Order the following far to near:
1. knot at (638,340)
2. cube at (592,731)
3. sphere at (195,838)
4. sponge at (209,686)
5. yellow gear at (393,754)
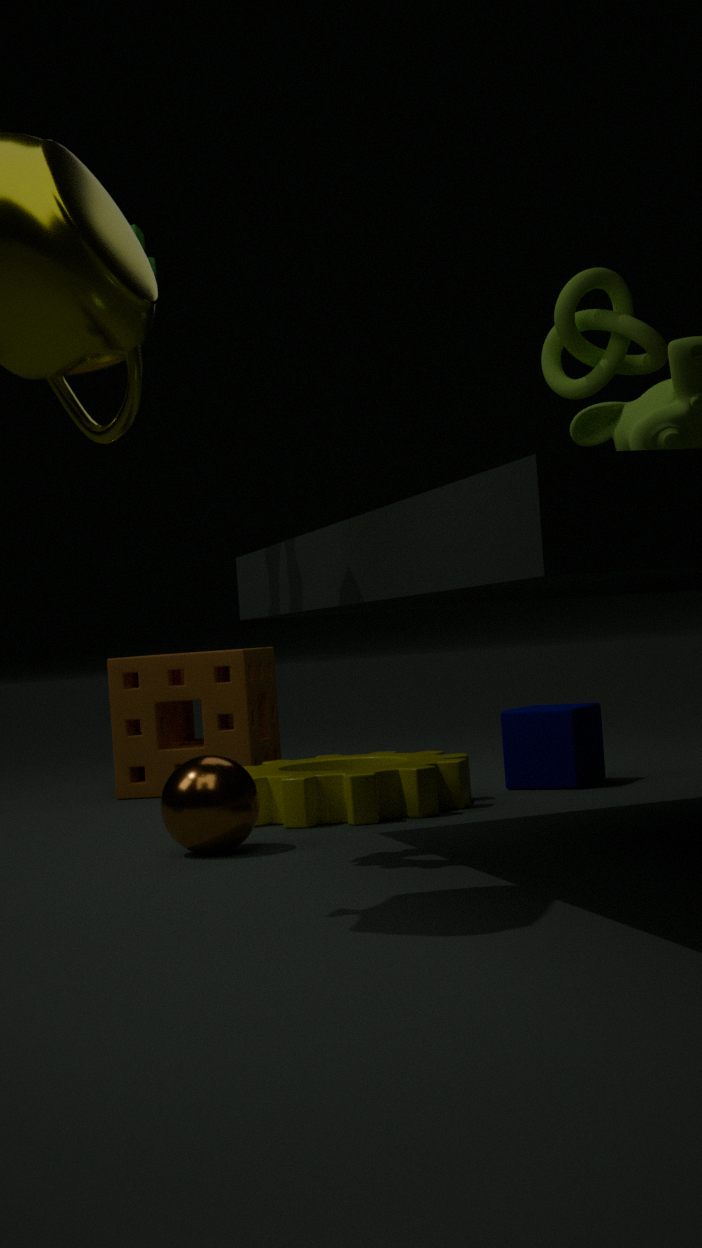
sponge at (209,686), cube at (592,731), knot at (638,340), yellow gear at (393,754), sphere at (195,838)
